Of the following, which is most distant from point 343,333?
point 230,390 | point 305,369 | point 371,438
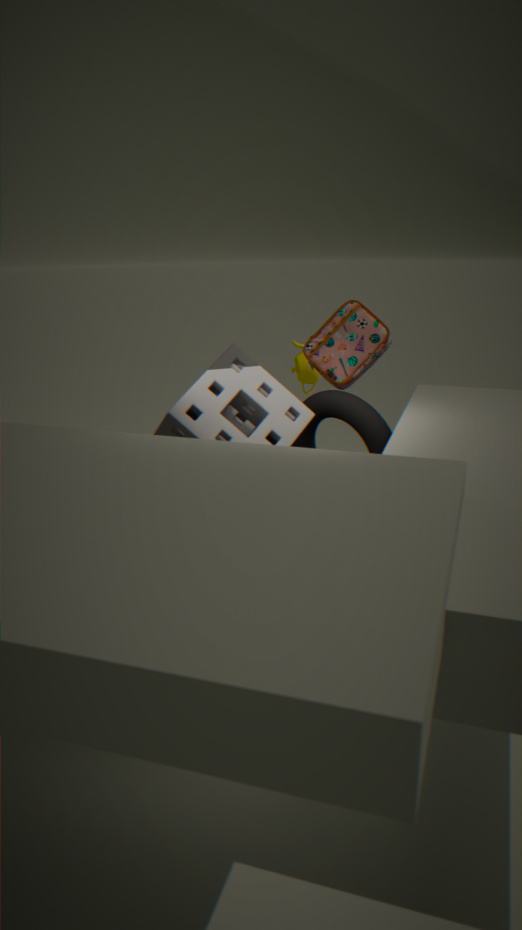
point 230,390
